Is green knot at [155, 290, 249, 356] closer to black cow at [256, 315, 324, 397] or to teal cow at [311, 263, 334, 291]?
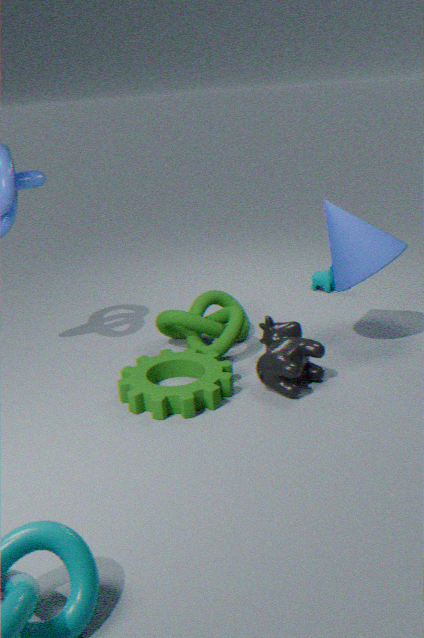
black cow at [256, 315, 324, 397]
